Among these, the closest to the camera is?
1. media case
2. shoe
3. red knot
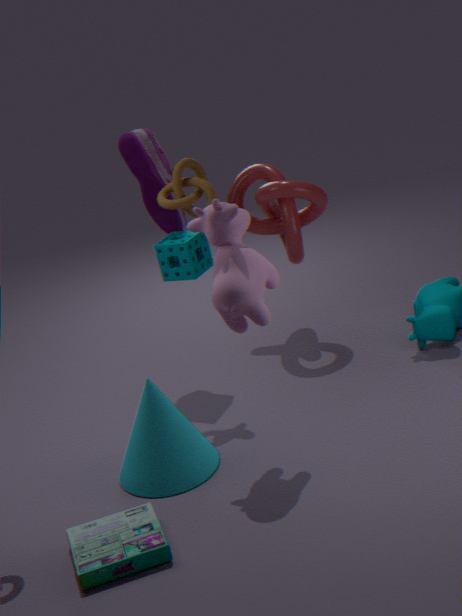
media case
